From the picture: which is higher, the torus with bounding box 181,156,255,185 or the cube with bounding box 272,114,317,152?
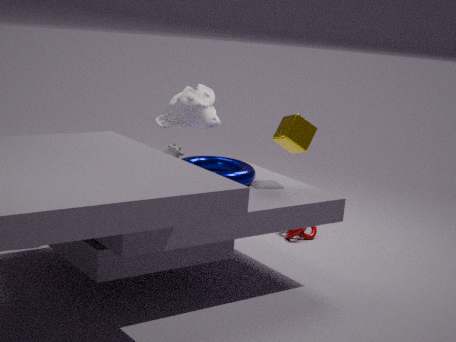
the cube with bounding box 272,114,317,152
